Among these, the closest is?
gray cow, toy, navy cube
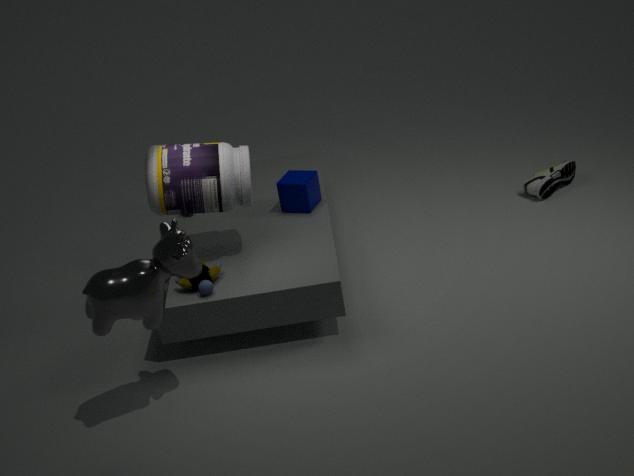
gray cow
